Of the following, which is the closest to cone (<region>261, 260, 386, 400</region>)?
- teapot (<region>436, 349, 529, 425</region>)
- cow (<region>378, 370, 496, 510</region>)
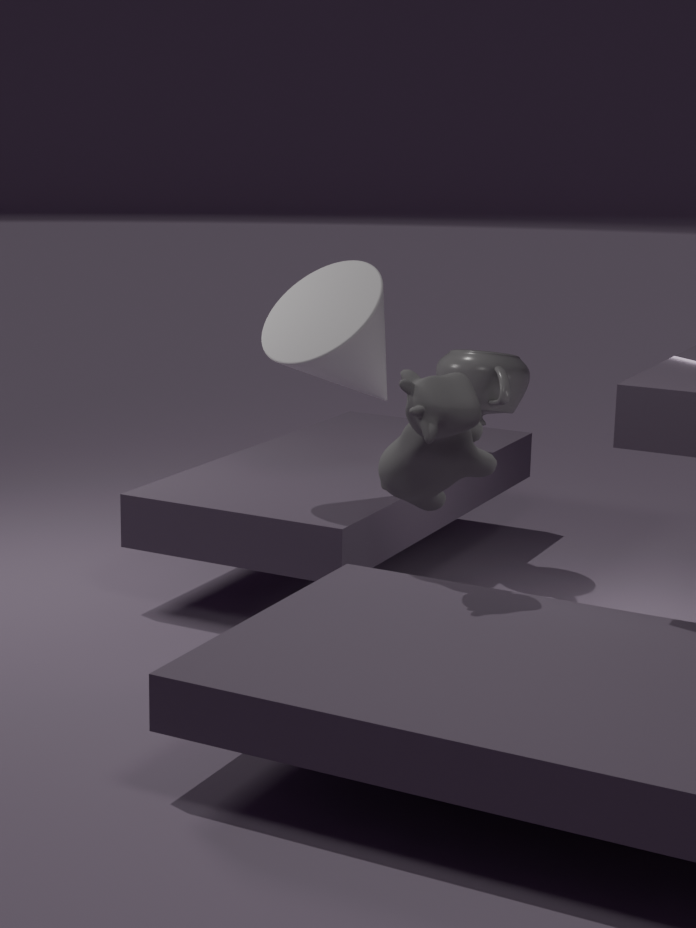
cow (<region>378, 370, 496, 510</region>)
